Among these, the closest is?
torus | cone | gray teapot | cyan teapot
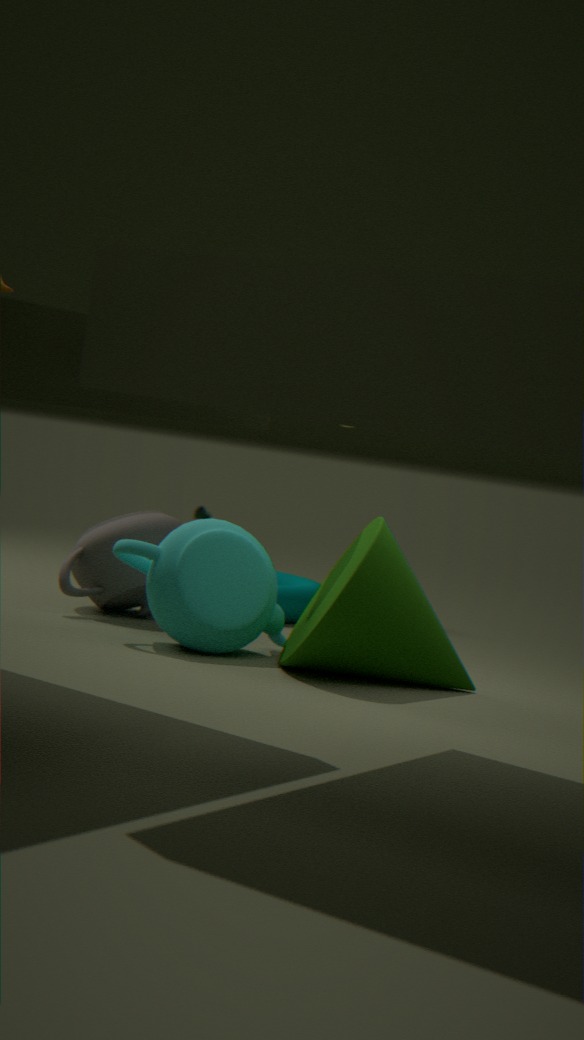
cone
